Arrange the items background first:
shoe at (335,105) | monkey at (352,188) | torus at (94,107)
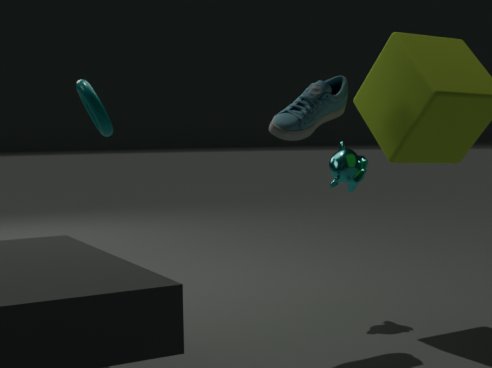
torus at (94,107)
monkey at (352,188)
shoe at (335,105)
